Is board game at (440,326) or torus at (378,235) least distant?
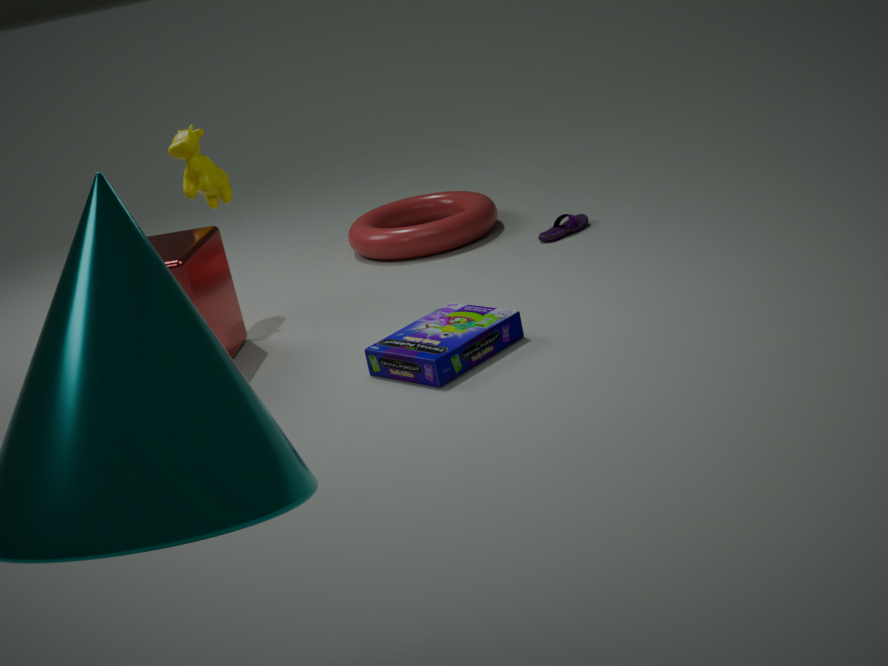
board game at (440,326)
